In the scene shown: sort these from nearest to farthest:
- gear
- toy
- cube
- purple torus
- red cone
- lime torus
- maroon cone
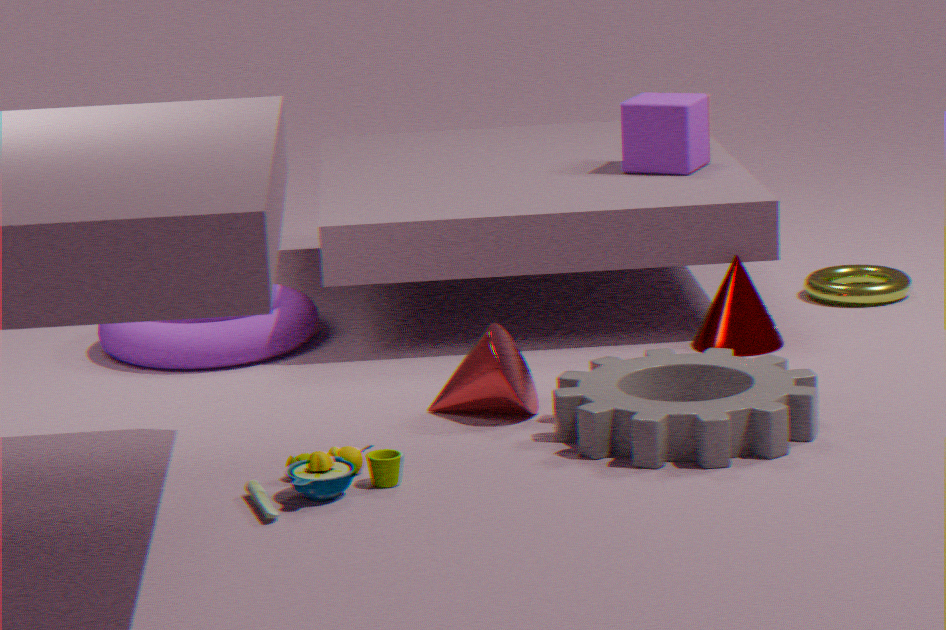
toy < gear < red cone < maroon cone < purple torus < cube < lime torus
